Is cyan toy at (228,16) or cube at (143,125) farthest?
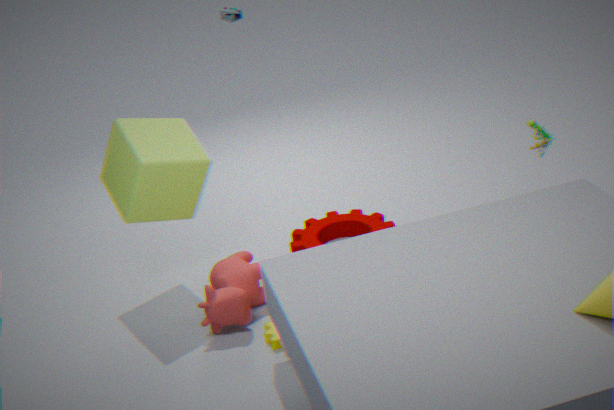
cyan toy at (228,16)
